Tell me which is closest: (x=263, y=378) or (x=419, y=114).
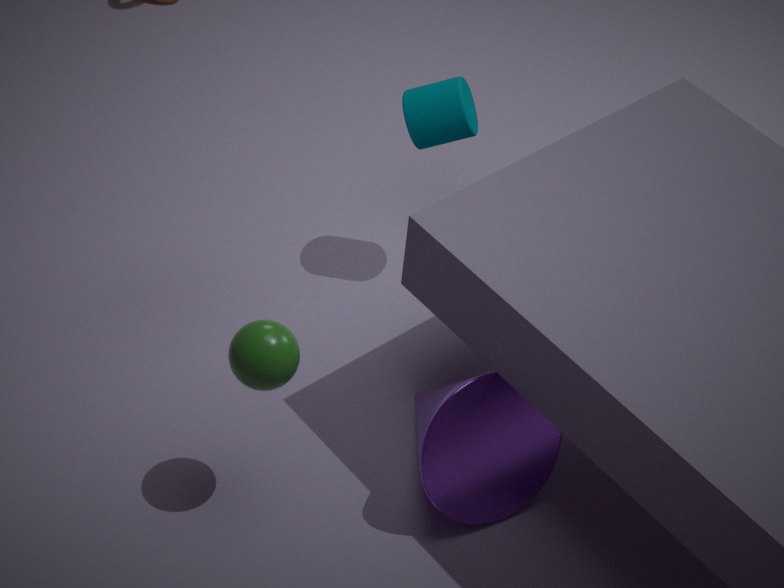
(x=263, y=378)
